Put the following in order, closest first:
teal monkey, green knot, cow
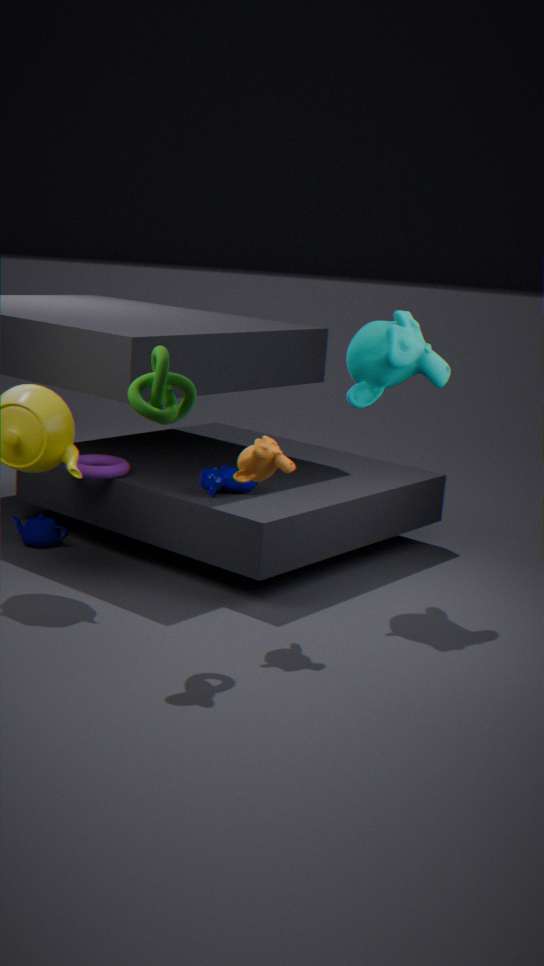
green knot < teal monkey < cow
